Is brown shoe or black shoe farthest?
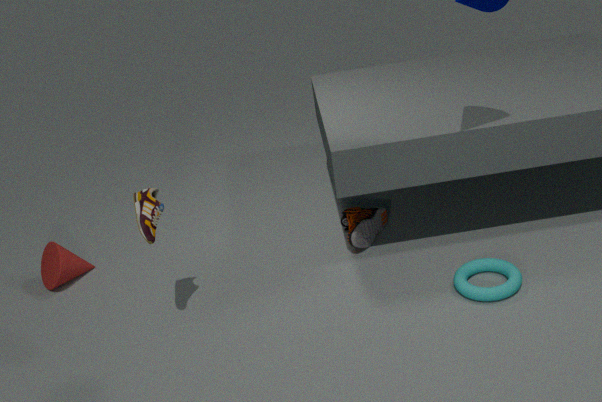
black shoe
